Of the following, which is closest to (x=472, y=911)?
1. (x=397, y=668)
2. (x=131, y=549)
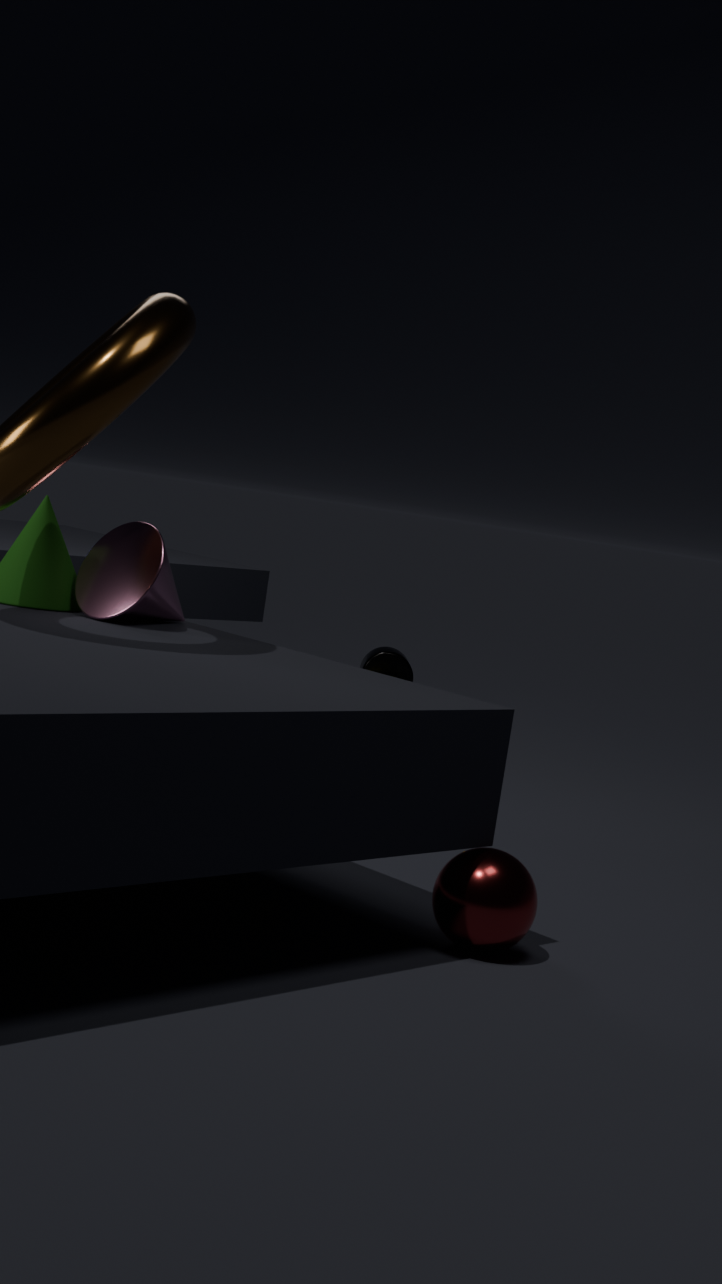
(x=131, y=549)
